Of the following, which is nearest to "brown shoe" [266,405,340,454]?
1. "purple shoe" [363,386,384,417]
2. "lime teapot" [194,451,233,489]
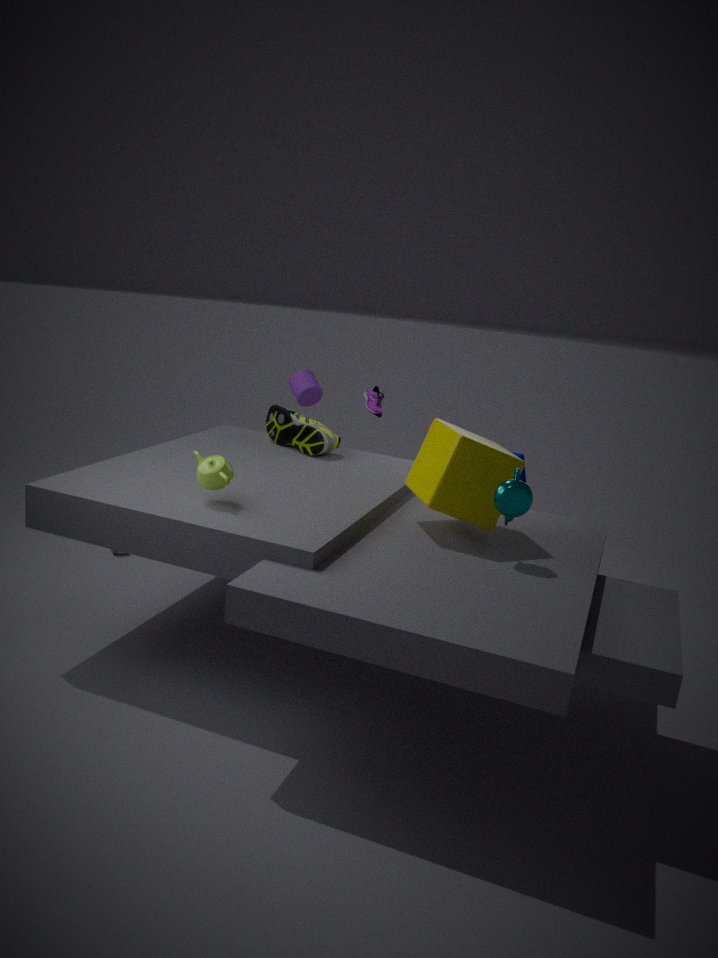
"purple shoe" [363,386,384,417]
